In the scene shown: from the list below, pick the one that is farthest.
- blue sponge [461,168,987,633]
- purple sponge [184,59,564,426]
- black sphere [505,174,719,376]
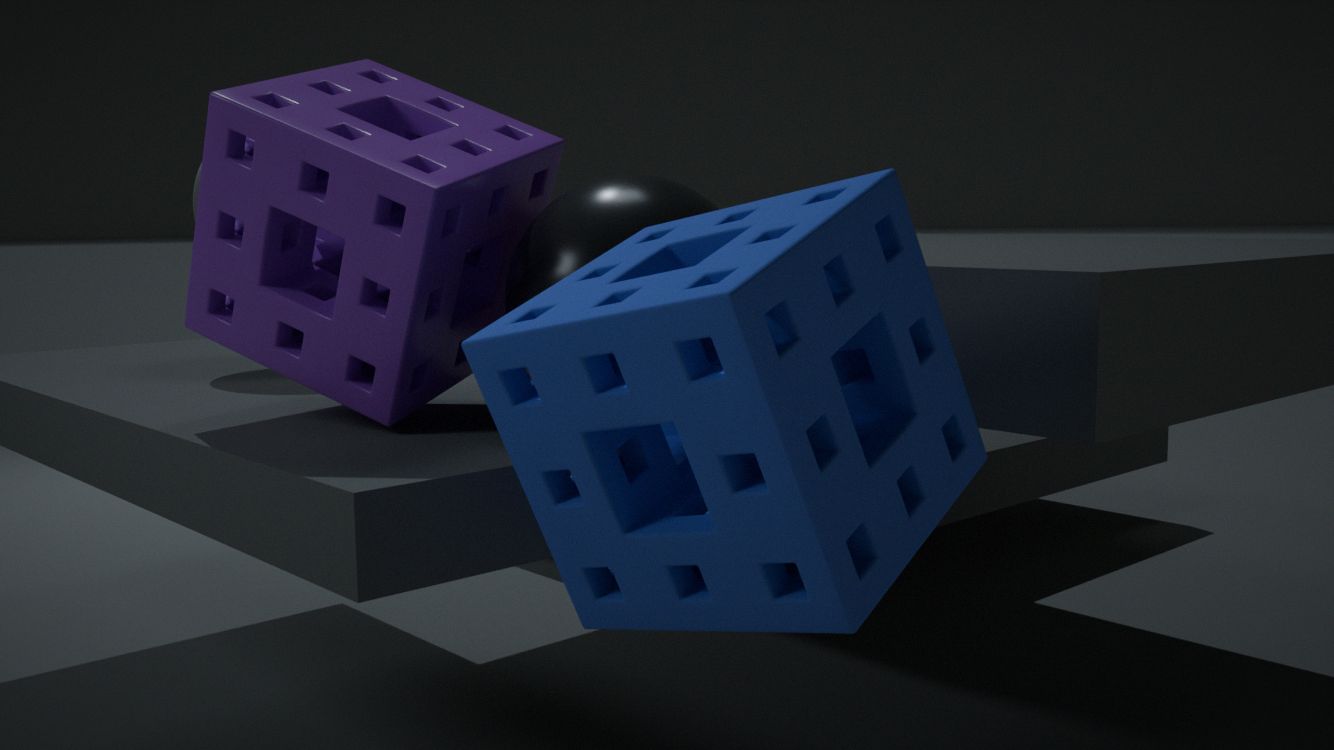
black sphere [505,174,719,376]
